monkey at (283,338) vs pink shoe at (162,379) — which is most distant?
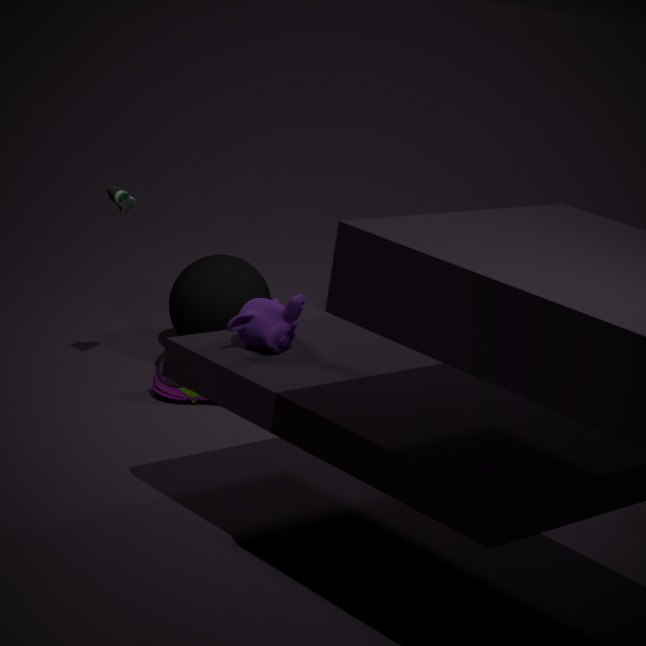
pink shoe at (162,379)
